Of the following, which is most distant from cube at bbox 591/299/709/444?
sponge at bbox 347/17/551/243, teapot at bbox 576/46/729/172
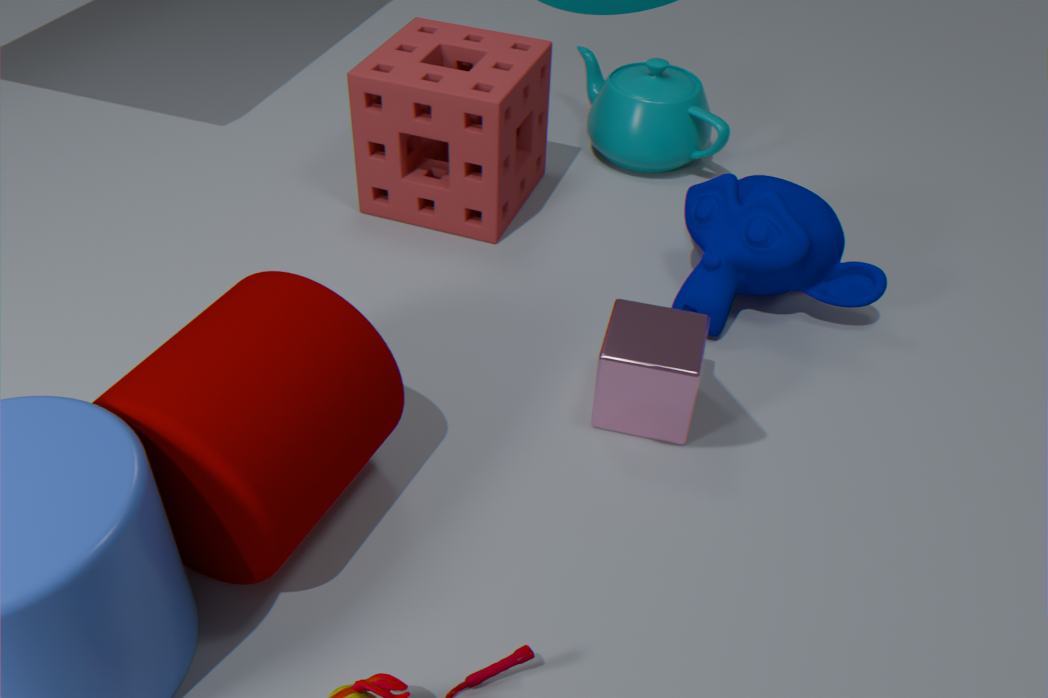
teapot at bbox 576/46/729/172
